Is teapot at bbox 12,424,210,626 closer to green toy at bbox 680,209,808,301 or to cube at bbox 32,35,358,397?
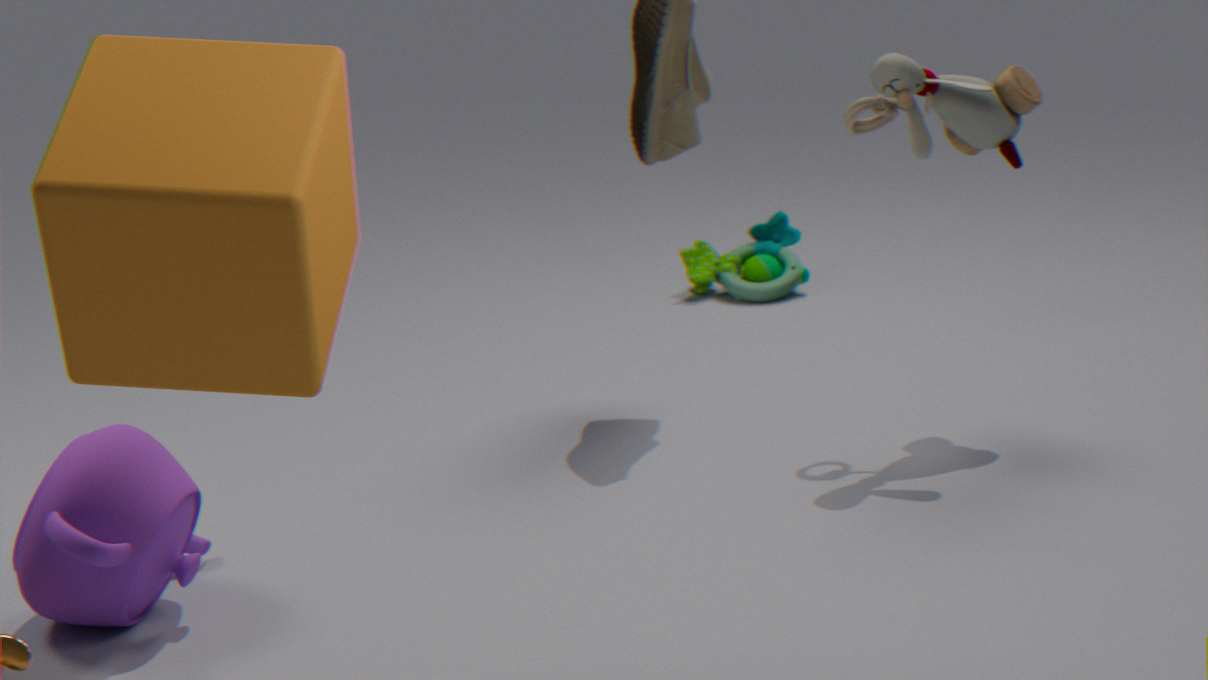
cube at bbox 32,35,358,397
